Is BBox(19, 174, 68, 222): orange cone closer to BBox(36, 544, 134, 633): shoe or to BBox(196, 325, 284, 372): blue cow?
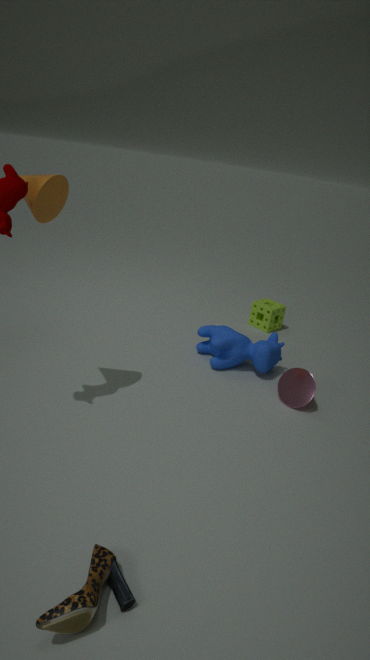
BBox(196, 325, 284, 372): blue cow
